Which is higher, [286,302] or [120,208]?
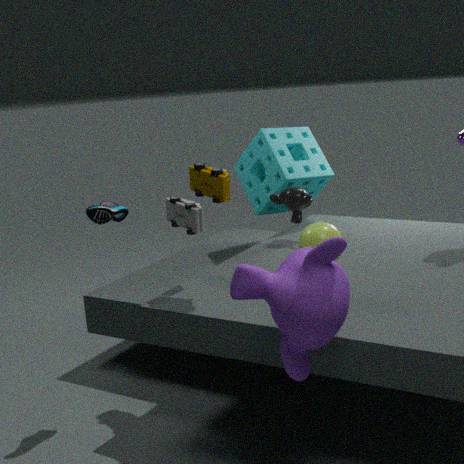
[120,208]
